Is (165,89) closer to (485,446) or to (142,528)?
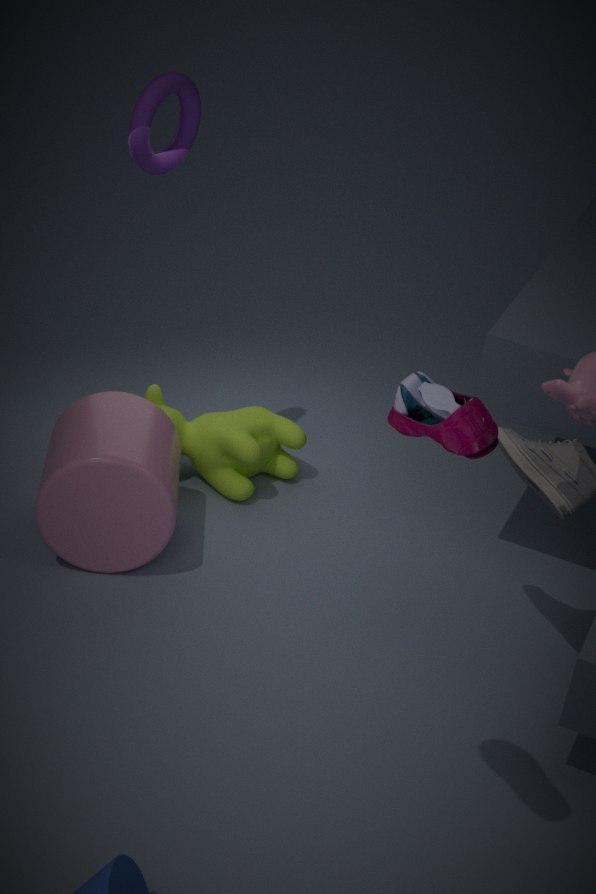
(142,528)
